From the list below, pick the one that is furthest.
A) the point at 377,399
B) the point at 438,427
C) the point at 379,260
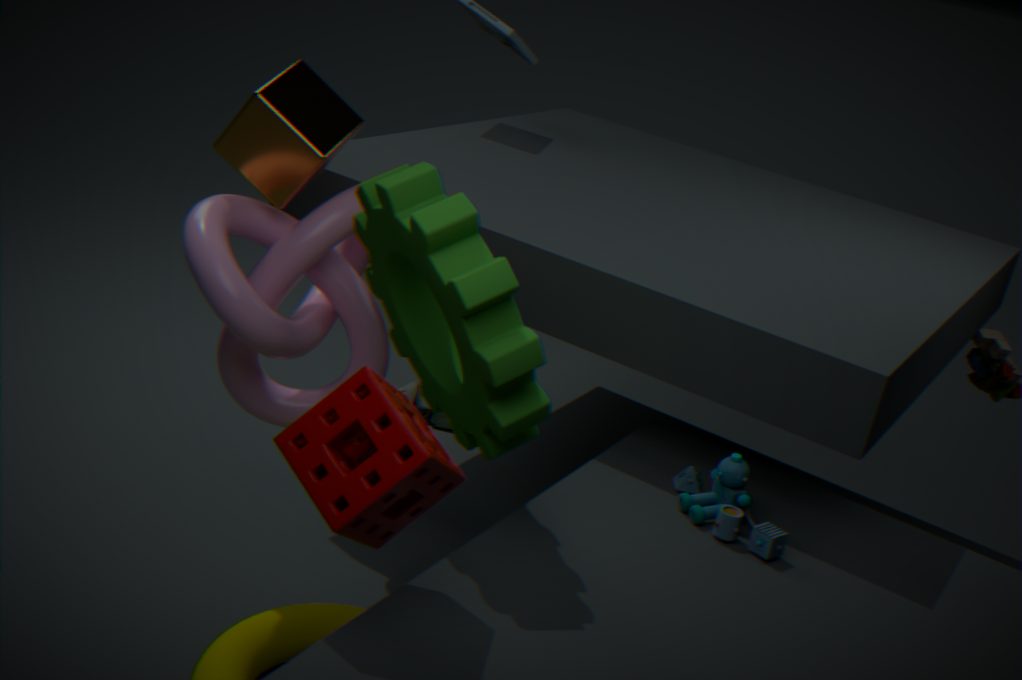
the point at 438,427
